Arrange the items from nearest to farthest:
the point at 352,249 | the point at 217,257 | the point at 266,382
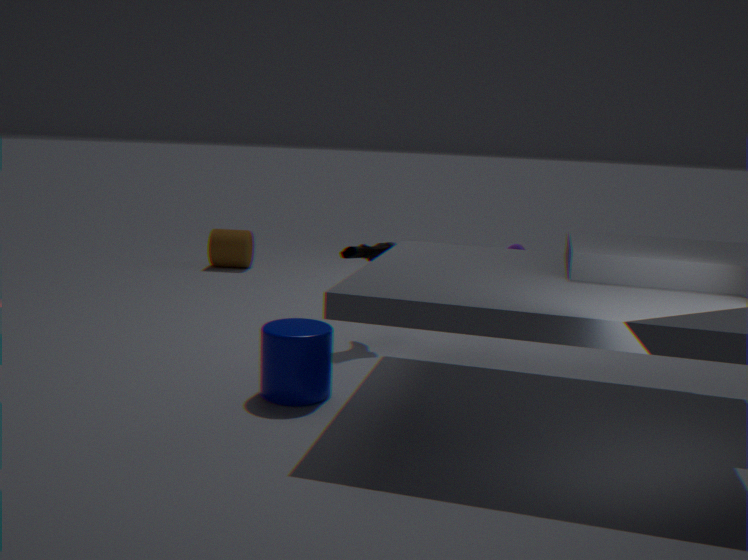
the point at 266,382
the point at 352,249
the point at 217,257
